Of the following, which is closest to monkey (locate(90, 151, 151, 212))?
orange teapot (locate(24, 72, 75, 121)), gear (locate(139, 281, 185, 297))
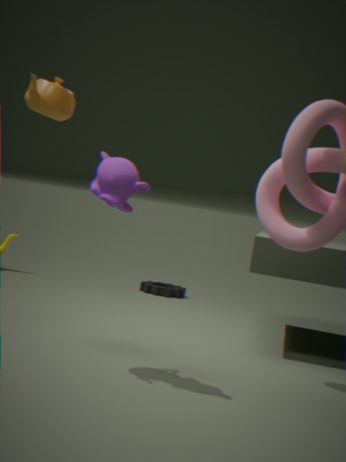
orange teapot (locate(24, 72, 75, 121))
